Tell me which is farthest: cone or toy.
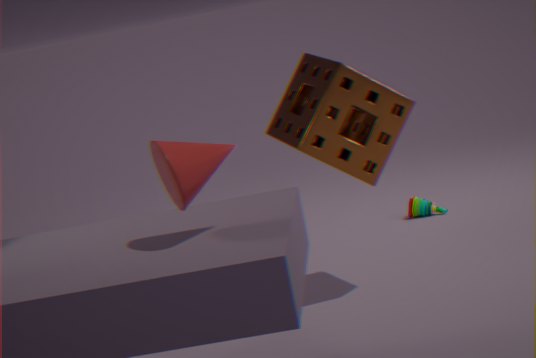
toy
